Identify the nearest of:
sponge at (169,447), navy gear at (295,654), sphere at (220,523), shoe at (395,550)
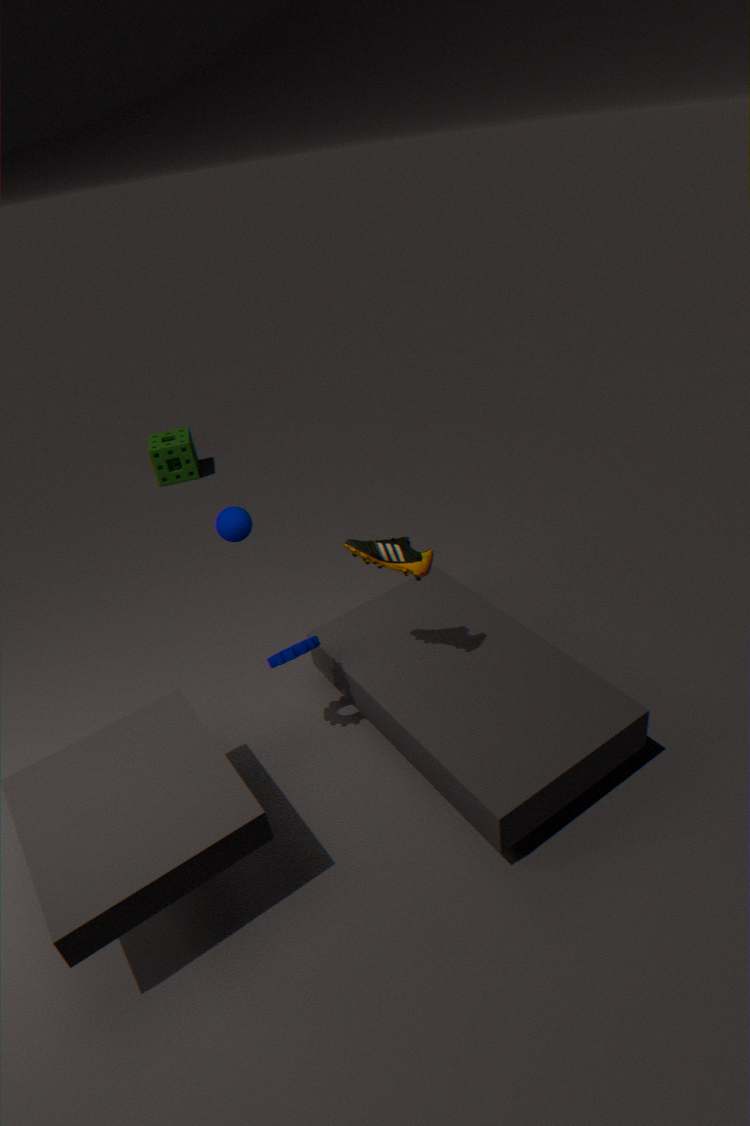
shoe at (395,550)
